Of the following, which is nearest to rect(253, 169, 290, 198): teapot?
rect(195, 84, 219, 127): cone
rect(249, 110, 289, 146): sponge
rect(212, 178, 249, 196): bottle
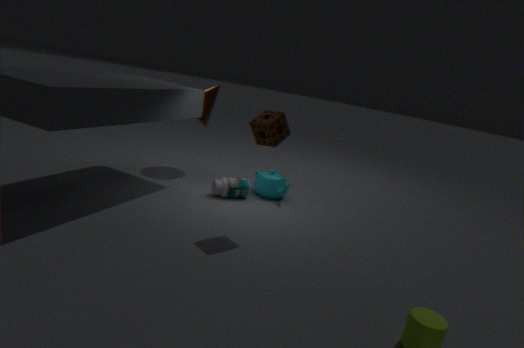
rect(212, 178, 249, 196): bottle
